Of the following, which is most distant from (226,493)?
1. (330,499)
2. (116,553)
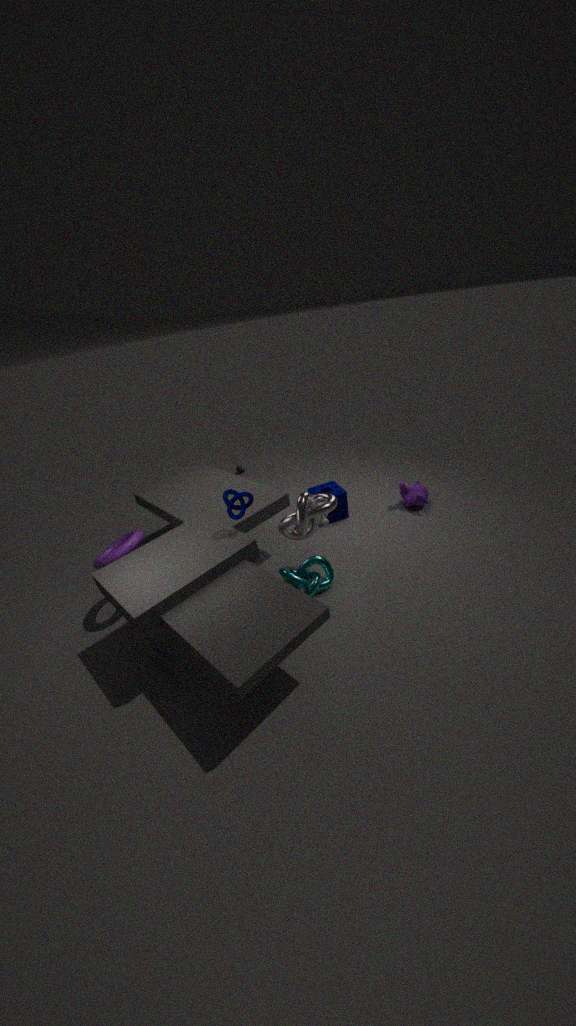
(116,553)
